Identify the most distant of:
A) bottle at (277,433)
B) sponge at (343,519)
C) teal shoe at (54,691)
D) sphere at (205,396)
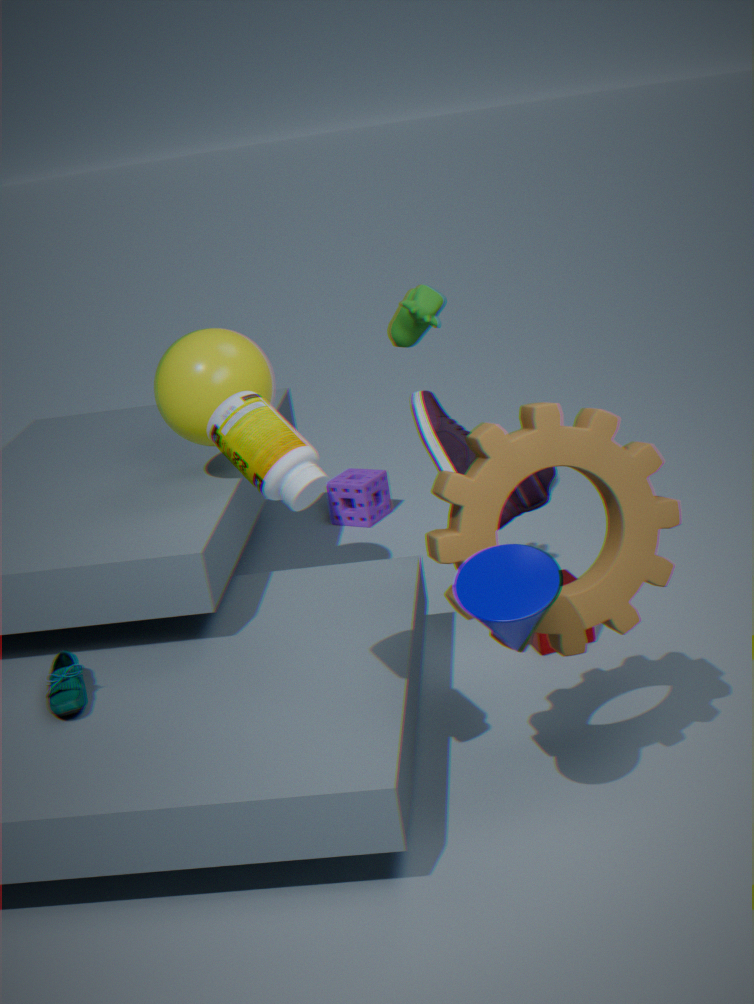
sponge at (343,519)
